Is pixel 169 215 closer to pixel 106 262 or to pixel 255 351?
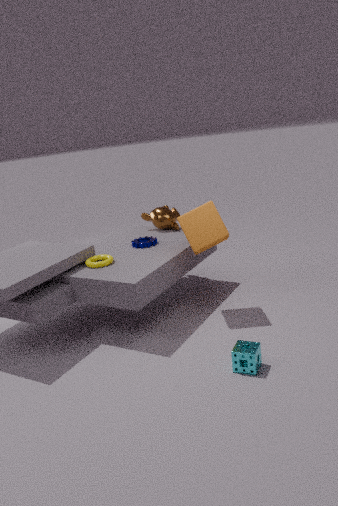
pixel 106 262
